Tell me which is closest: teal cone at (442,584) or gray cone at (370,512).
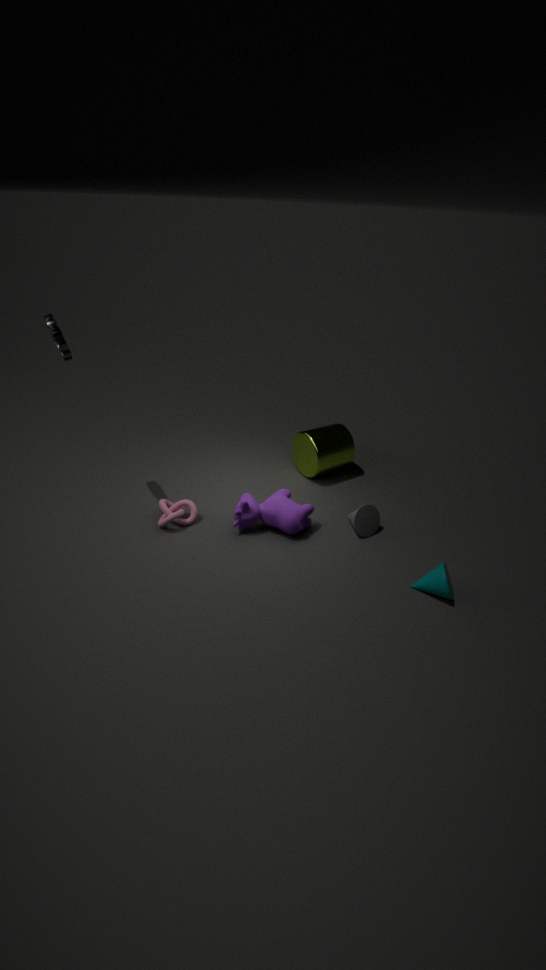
teal cone at (442,584)
